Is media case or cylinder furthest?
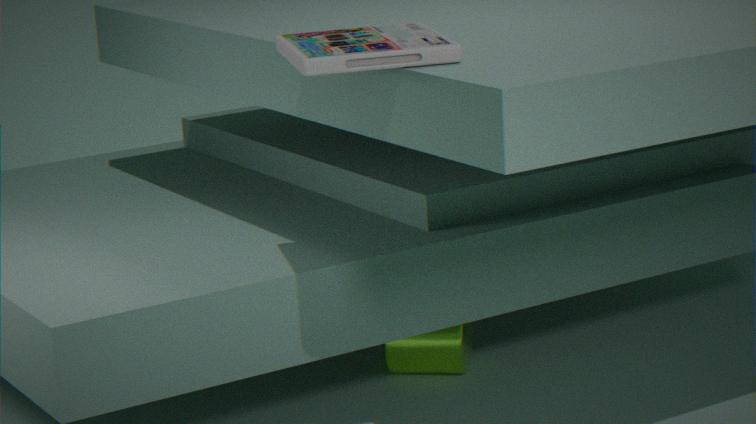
cylinder
